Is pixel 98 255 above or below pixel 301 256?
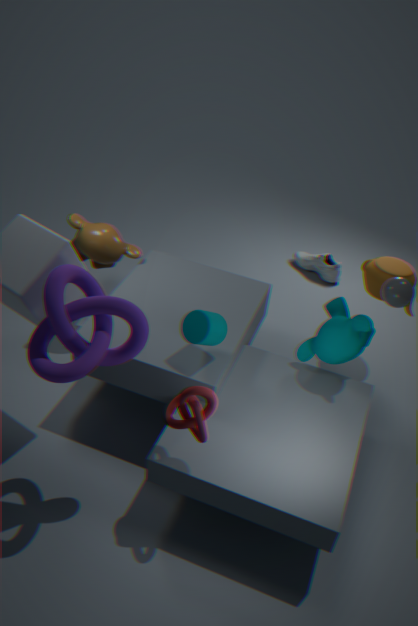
above
